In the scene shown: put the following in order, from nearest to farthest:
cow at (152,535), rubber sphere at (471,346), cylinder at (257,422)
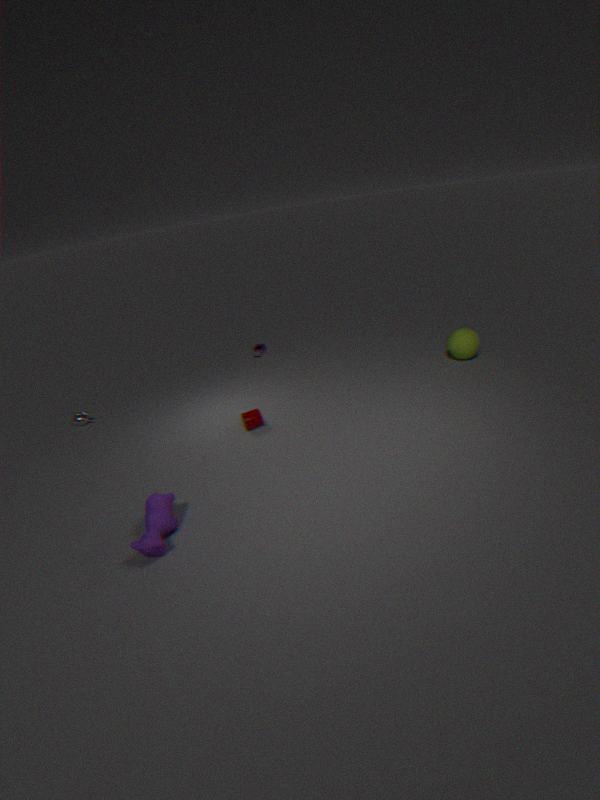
cow at (152,535) → cylinder at (257,422) → rubber sphere at (471,346)
